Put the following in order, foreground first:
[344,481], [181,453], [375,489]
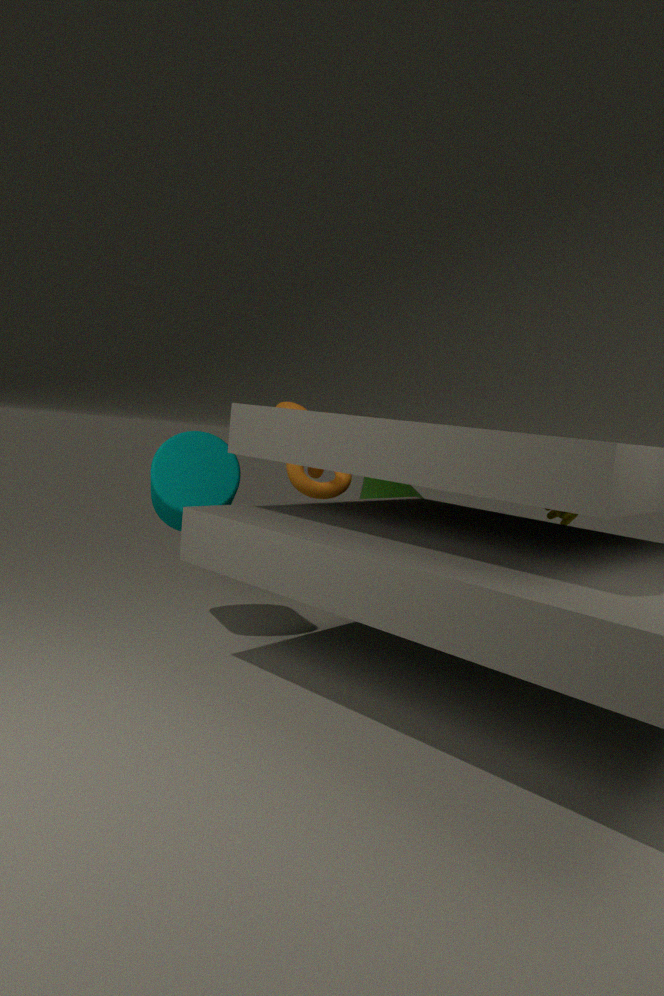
[181,453], [344,481], [375,489]
